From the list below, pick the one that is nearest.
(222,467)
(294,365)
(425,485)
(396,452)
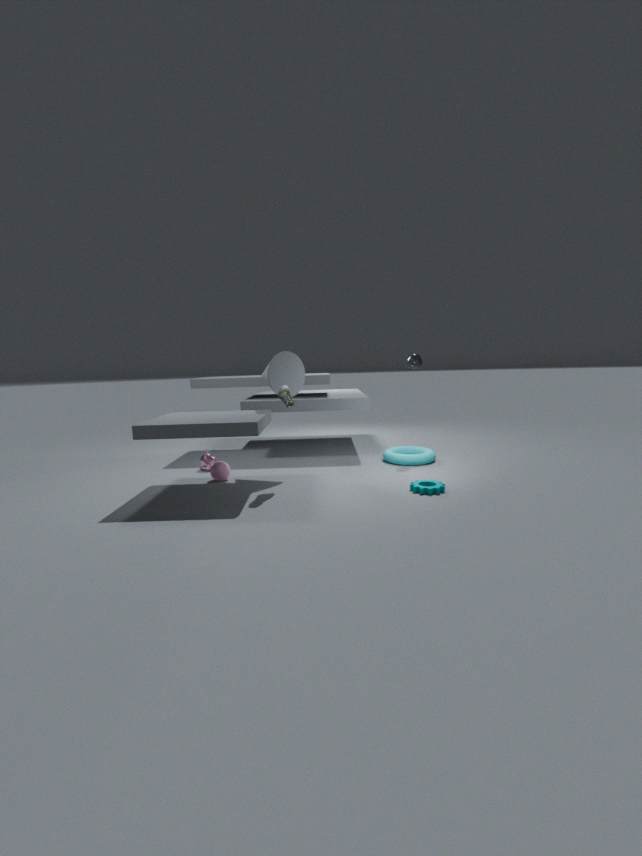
(425,485)
